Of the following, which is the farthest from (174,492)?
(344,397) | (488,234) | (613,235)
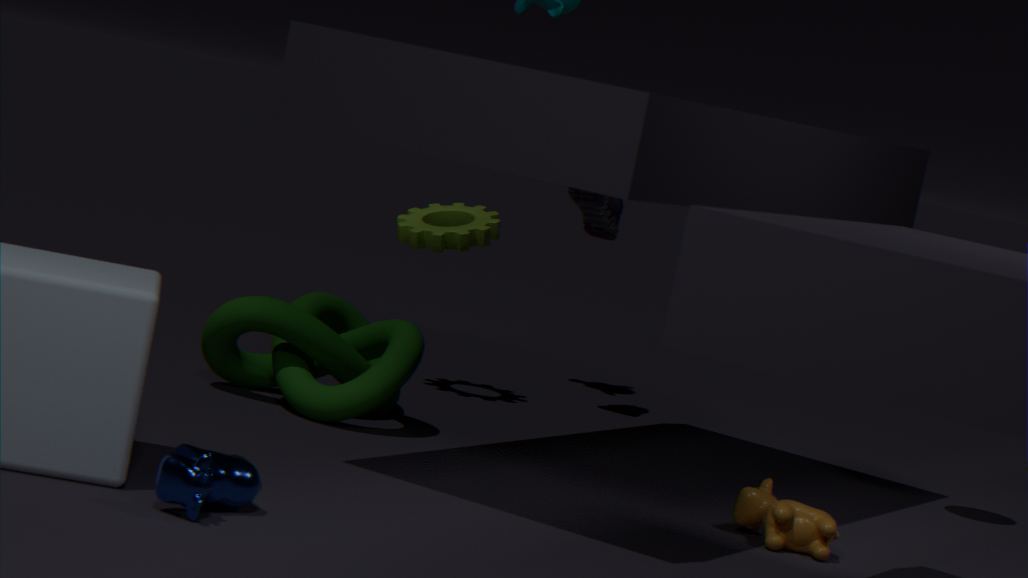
(613,235)
